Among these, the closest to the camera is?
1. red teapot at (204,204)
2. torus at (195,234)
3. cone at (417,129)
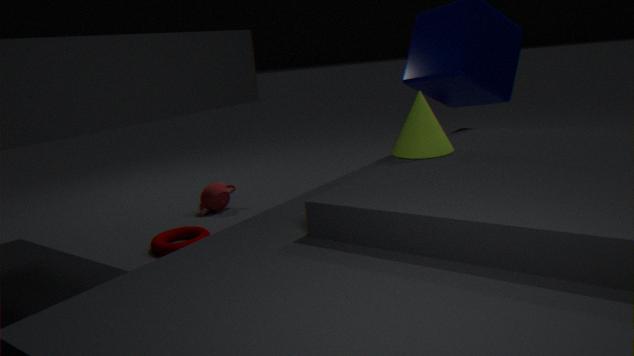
cone at (417,129)
